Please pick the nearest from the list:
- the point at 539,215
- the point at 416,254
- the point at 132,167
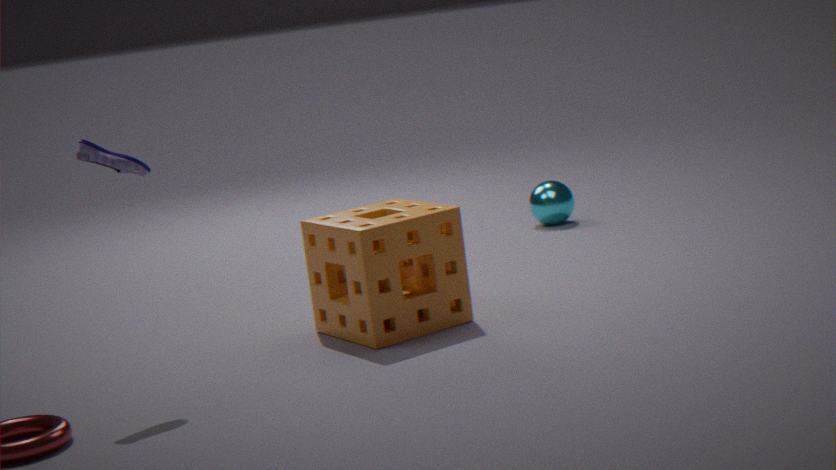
the point at 132,167
